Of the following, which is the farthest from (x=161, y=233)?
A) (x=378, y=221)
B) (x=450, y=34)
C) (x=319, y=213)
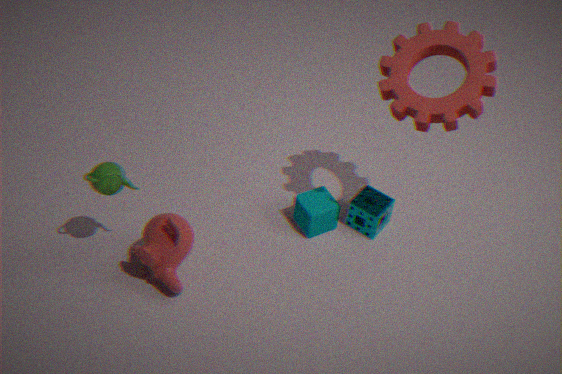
(x=450, y=34)
